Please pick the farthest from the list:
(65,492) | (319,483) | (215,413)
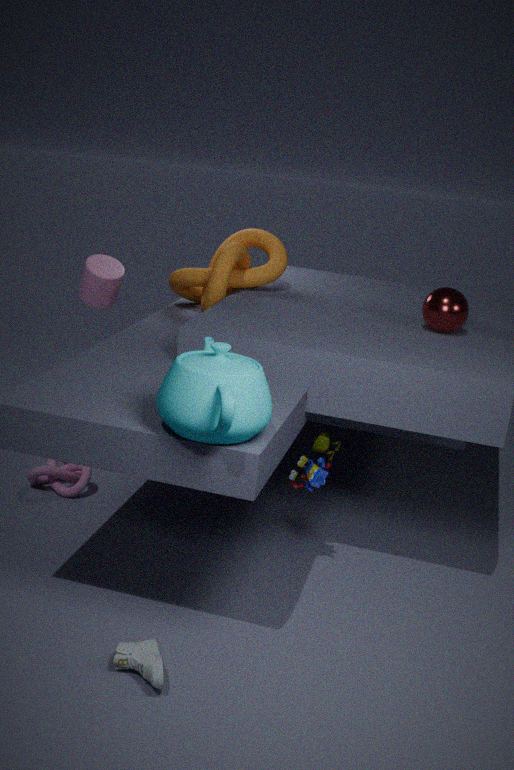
(65,492)
